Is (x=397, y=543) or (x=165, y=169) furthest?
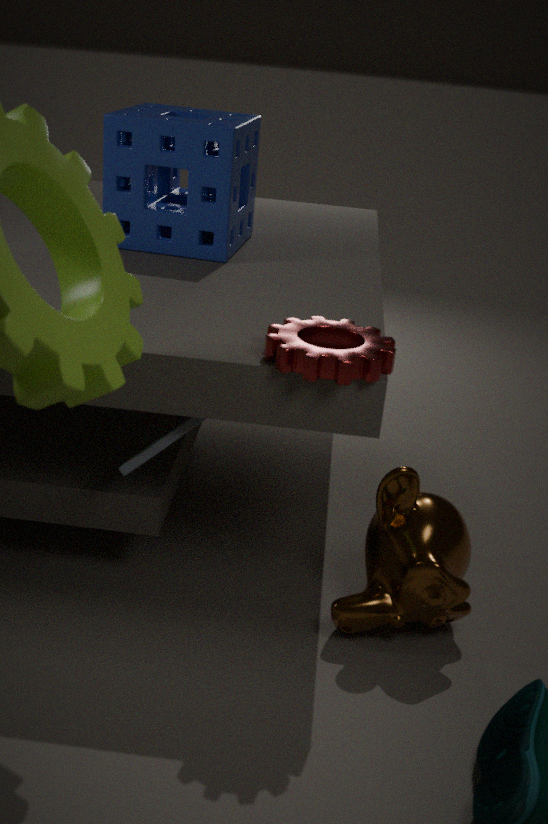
(x=165, y=169)
